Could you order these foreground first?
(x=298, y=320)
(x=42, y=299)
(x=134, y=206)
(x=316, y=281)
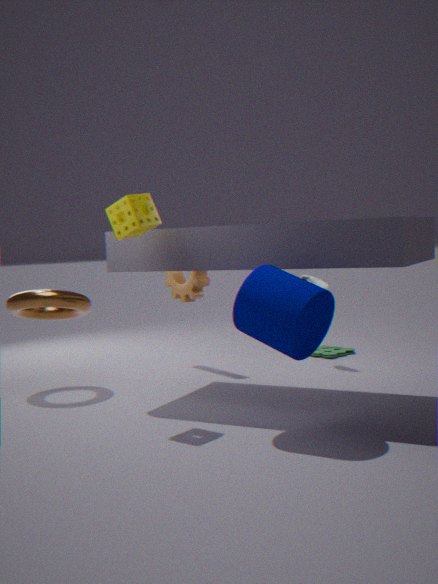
(x=298, y=320) → (x=134, y=206) → (x=42, y=299) → (x=316, y=281)
